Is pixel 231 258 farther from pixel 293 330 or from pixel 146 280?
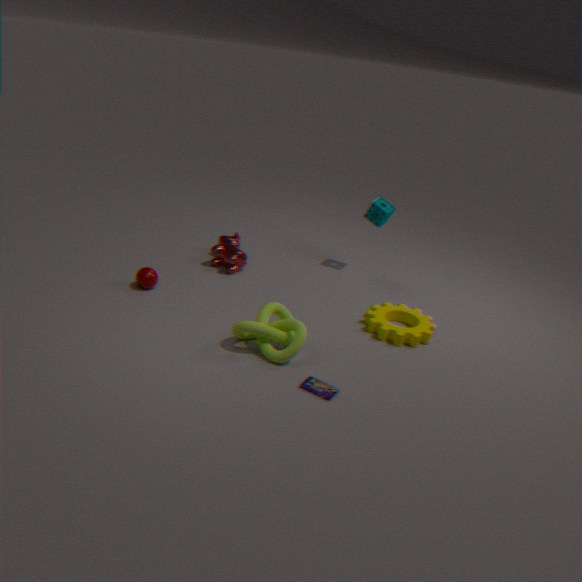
pixel 293 330
